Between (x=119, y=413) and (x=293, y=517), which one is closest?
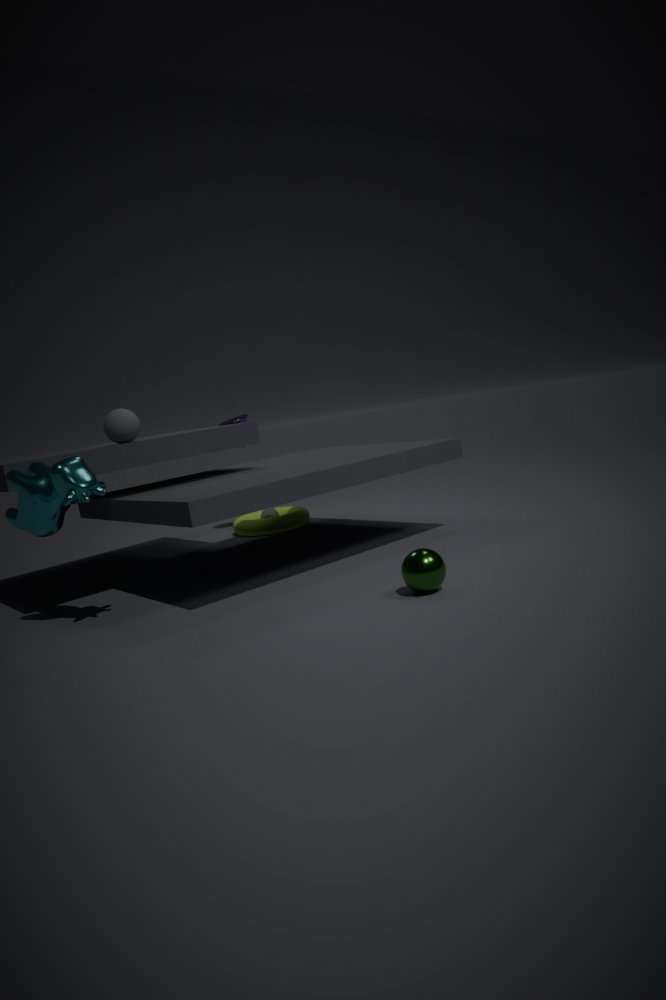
(x=119, y=413)
